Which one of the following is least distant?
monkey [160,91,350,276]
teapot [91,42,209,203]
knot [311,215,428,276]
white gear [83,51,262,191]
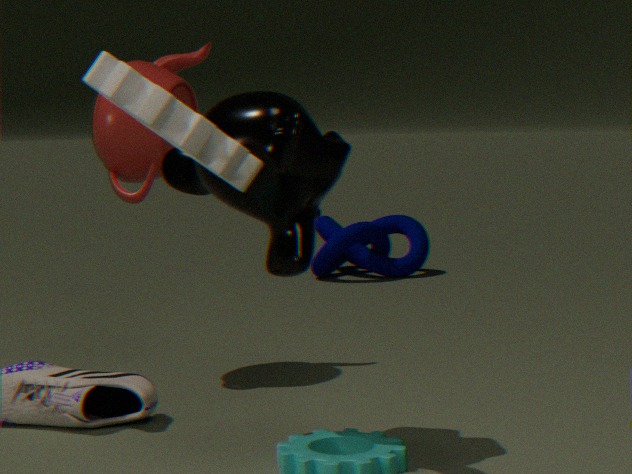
white gear [83,51,262,191]
